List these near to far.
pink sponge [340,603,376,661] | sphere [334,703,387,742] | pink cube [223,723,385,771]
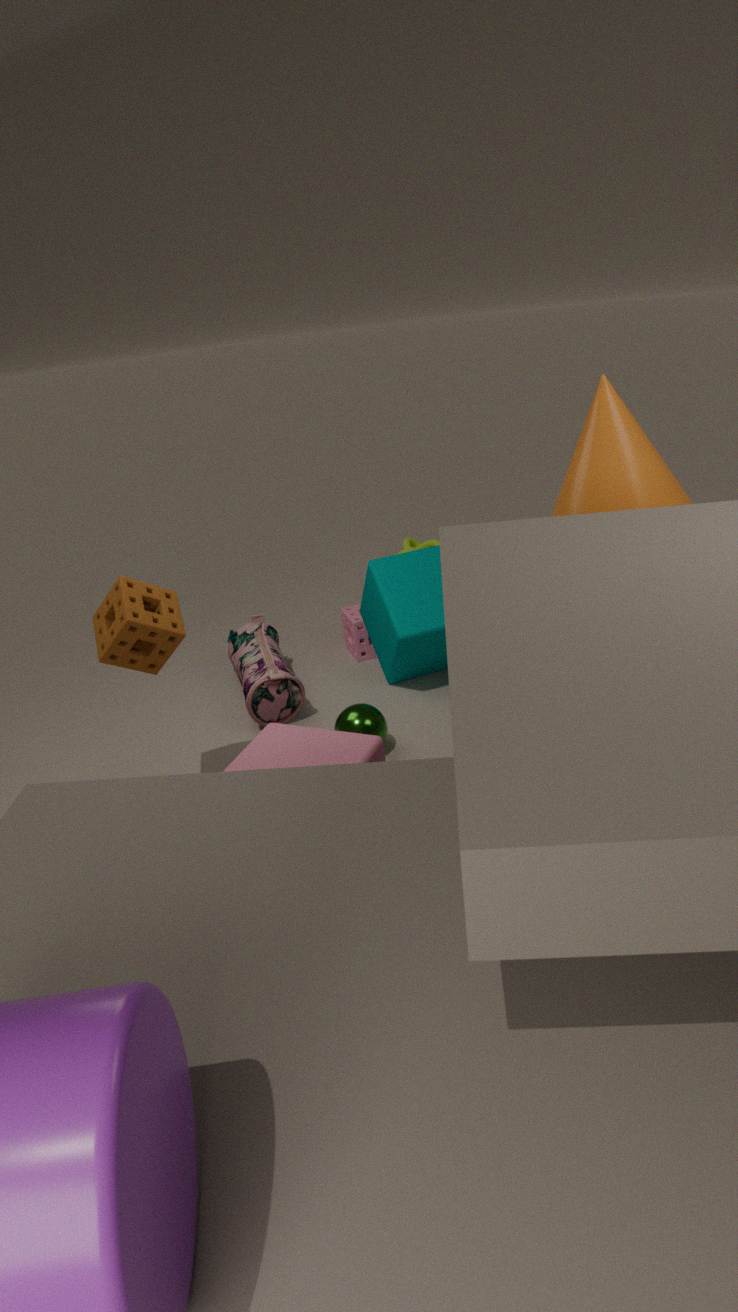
pink cube [223,723,385,771]
sphere [334,703,387,742]
pink sponge [340,603,376,661]
